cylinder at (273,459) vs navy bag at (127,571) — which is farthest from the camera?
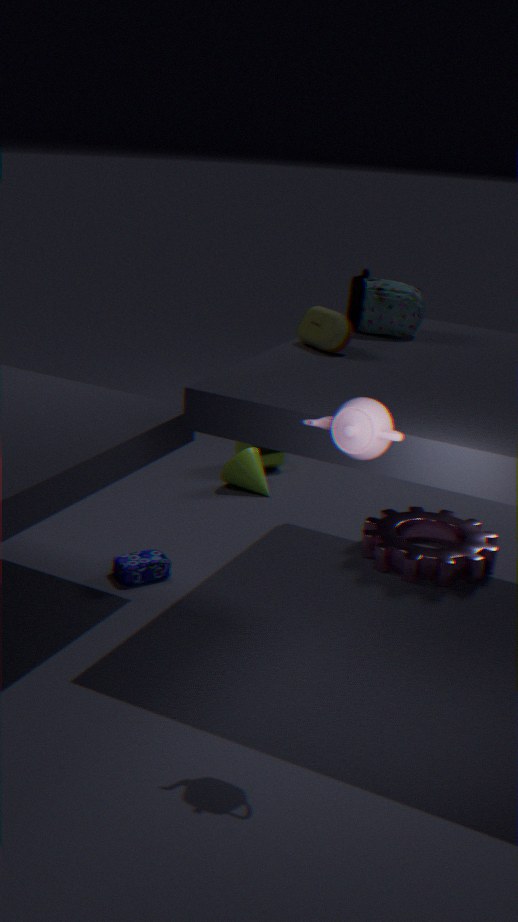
cylinder at (273,459)
